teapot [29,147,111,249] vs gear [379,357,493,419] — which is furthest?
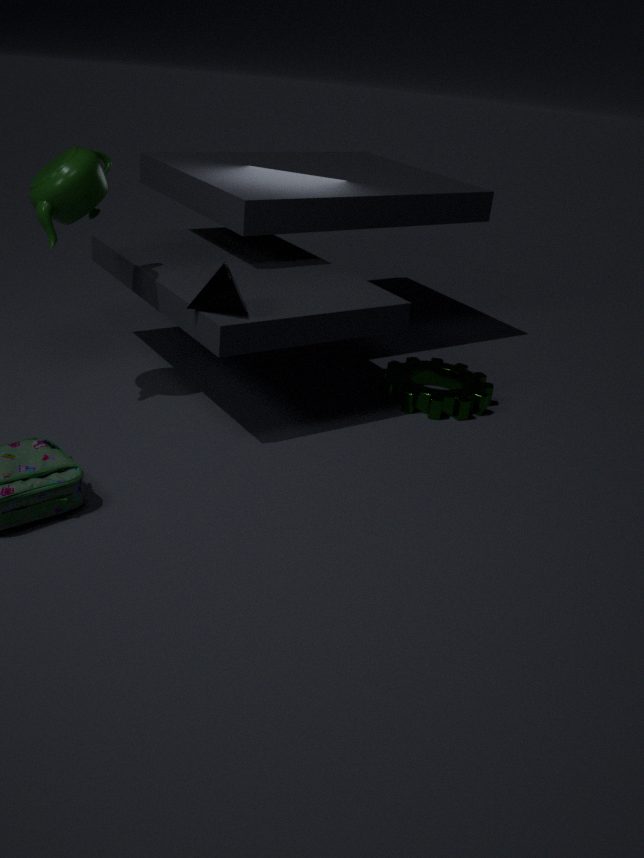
gear [379,357,493,419]
